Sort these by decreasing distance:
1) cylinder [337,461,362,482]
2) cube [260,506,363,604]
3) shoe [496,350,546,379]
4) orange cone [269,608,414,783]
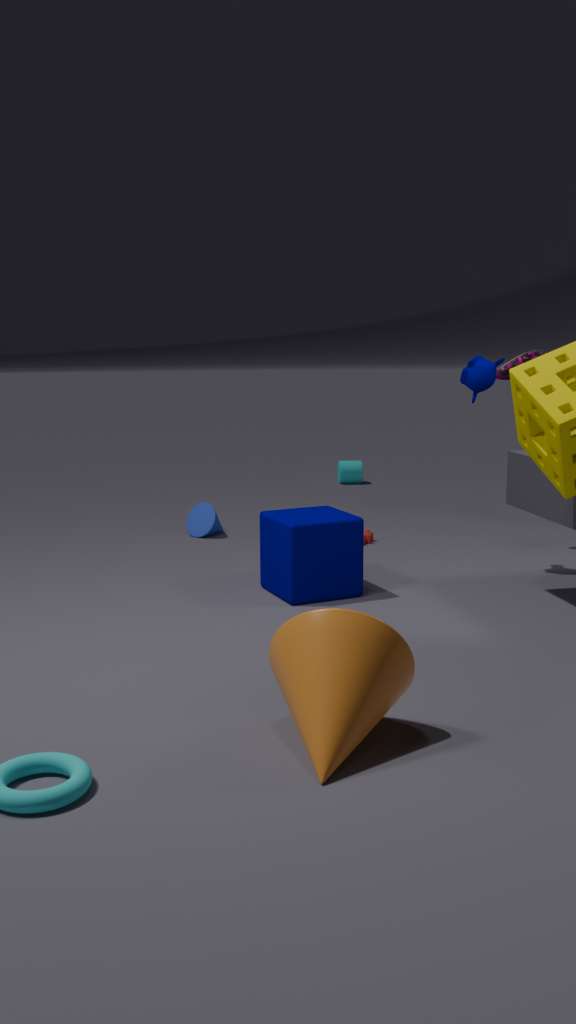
1. cylinder [337,461,362,482] → 3. shoe [496,350,546,379] → 2. cube [260,506,363,604] → 4. orange cone [269,608,414,783]
